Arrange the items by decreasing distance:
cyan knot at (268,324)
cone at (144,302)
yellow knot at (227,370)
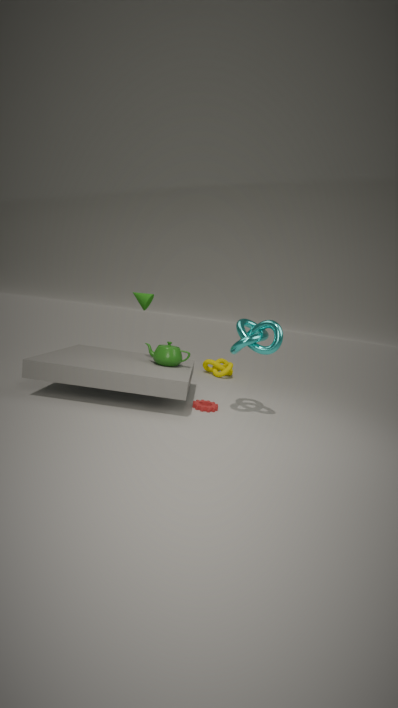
1. yellow knot at (227,370)
2. cone at (144,302)
3. cyan knot at (268,324)
